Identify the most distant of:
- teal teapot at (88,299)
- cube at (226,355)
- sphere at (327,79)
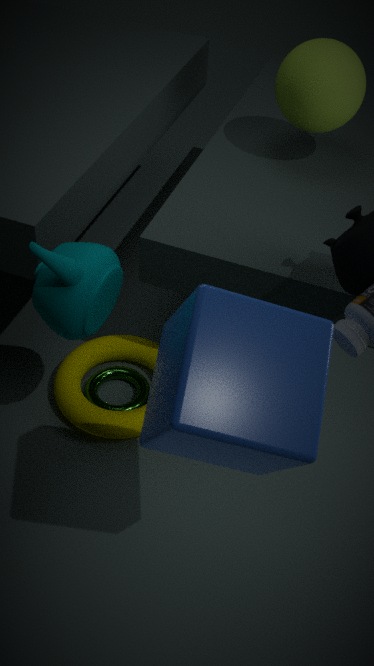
sphere at (327,79)
